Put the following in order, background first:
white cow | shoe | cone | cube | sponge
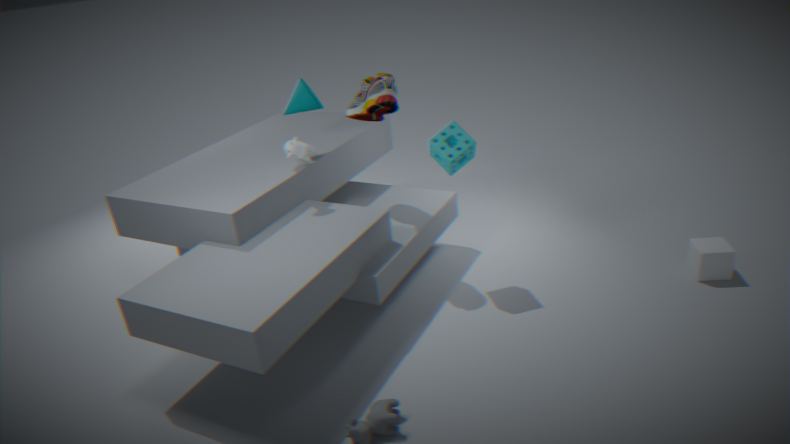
cone
shoe
white cow
cube
sponge
